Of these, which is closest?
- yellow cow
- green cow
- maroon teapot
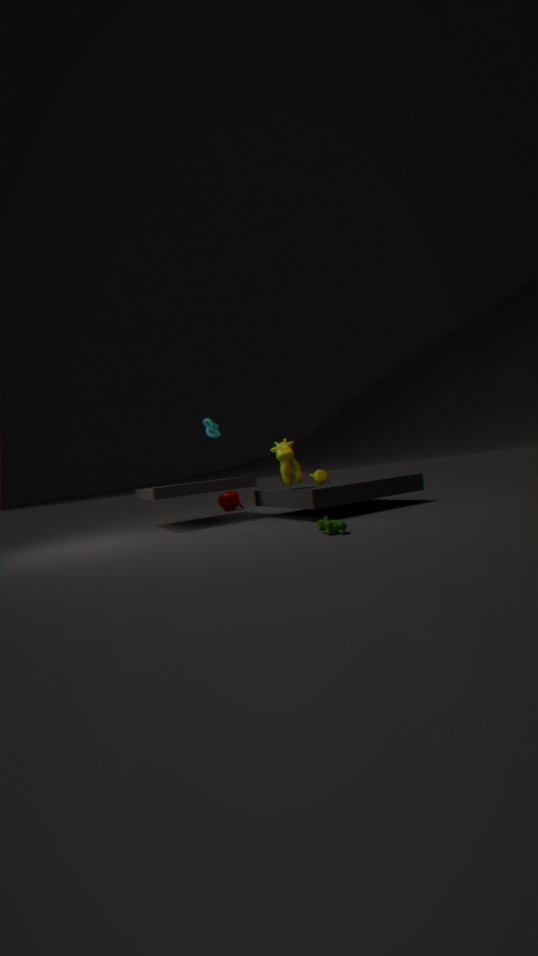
green cow
